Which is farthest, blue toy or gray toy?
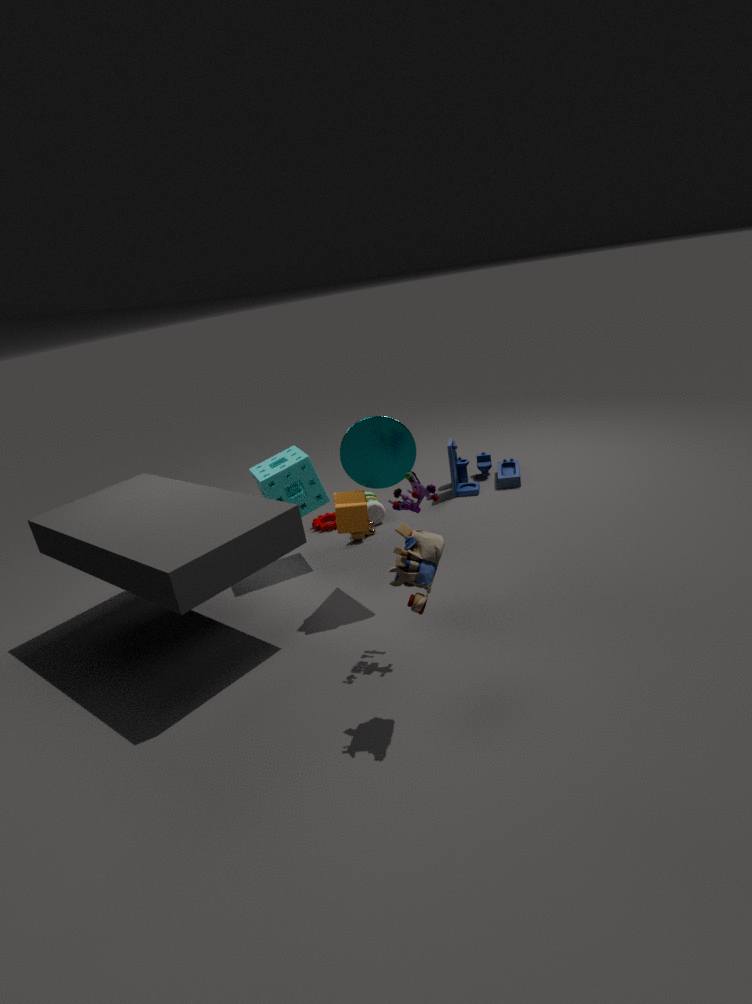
blue toy
